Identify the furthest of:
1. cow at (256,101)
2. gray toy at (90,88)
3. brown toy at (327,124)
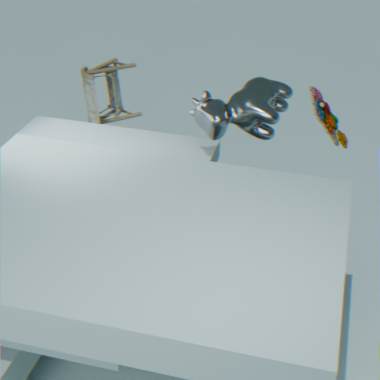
gray toy at (90,88)
